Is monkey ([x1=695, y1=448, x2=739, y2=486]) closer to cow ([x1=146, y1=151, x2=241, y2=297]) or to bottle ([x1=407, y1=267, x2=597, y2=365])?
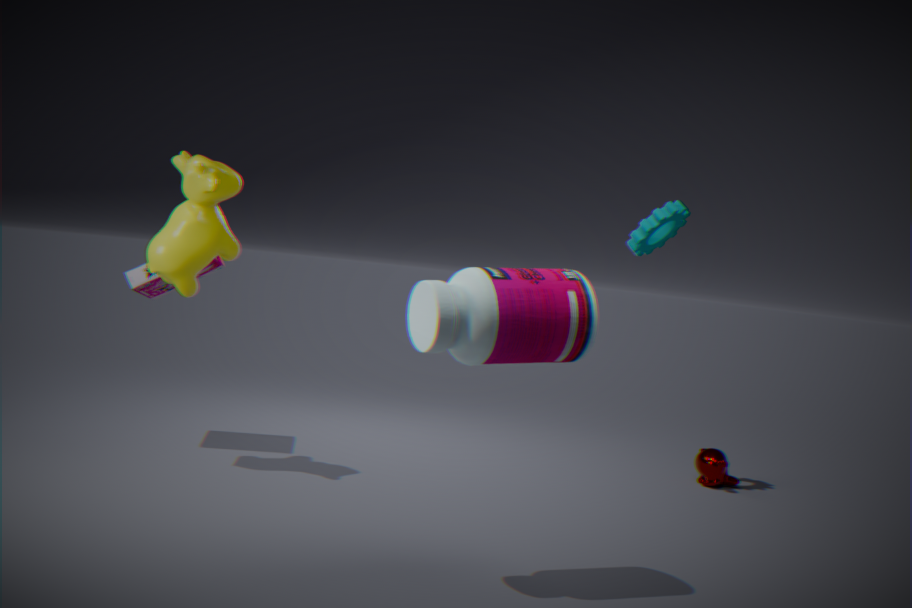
bottle ([x1=407, y1=267, x2=597, y2=365])
